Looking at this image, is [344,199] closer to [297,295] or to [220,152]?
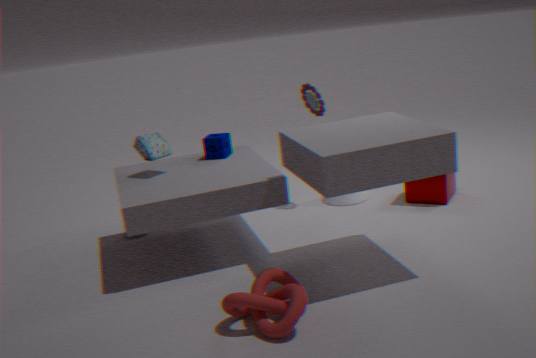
[220,152]
